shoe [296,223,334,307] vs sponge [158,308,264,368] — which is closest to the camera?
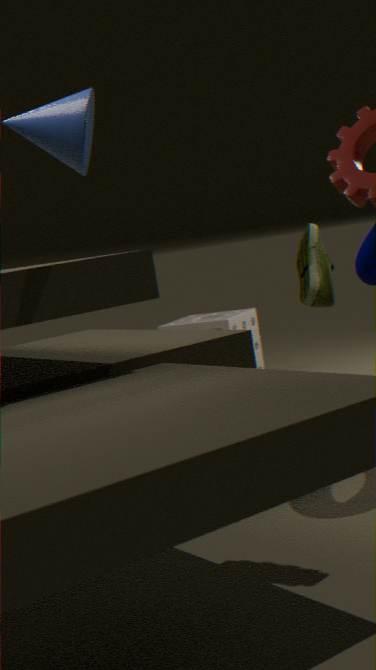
shoe [296,223,334,307]
